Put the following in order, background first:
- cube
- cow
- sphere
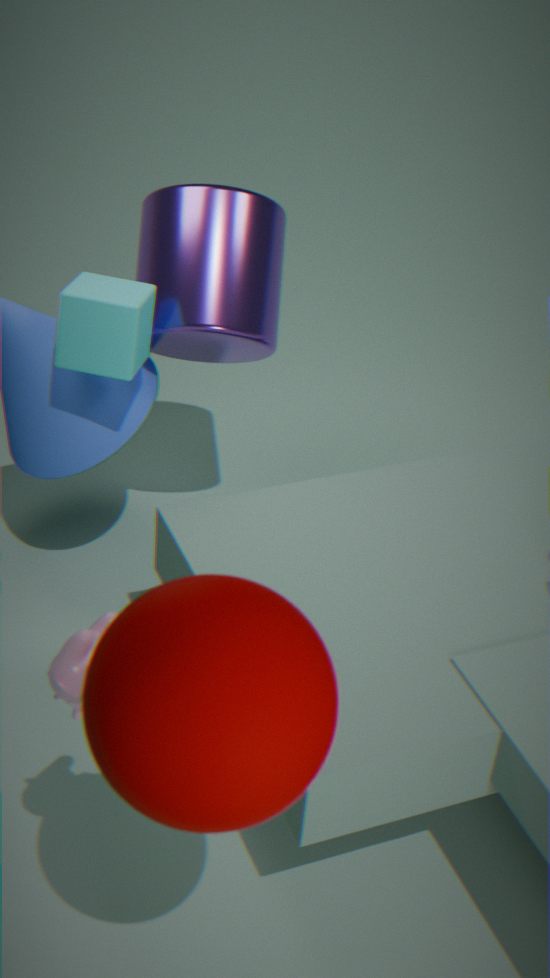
cube
cow
sphere
